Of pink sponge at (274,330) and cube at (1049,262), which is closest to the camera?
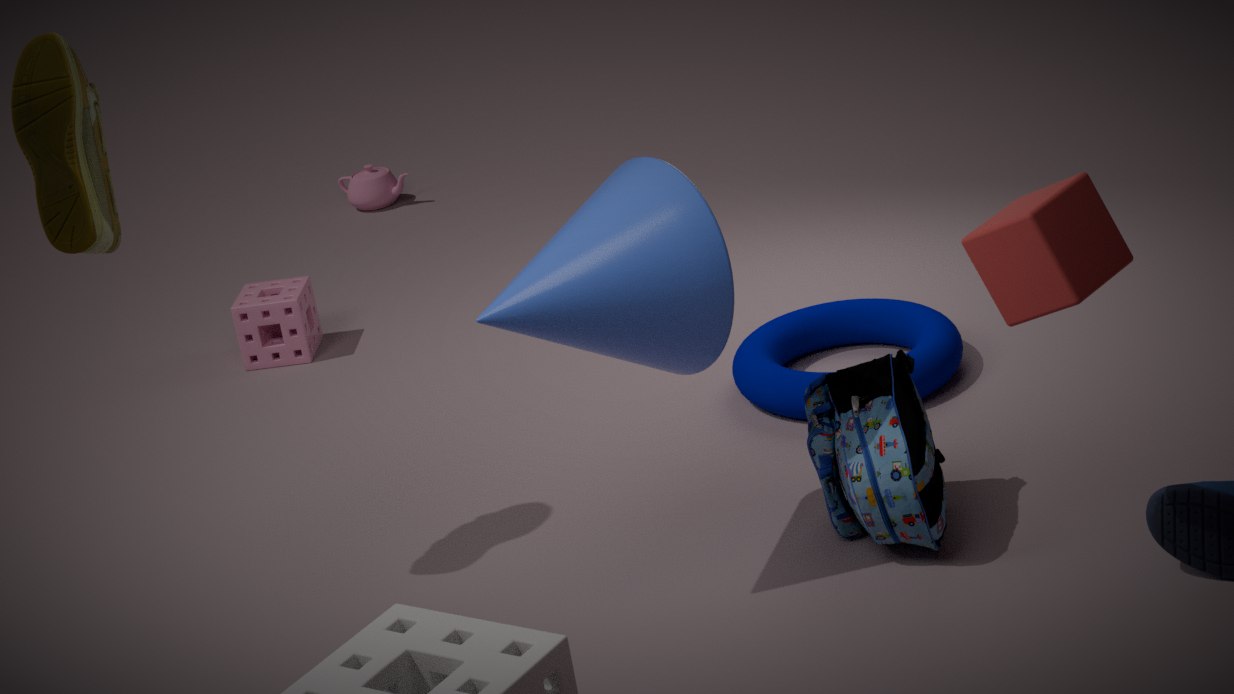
cube at (1049,262)
